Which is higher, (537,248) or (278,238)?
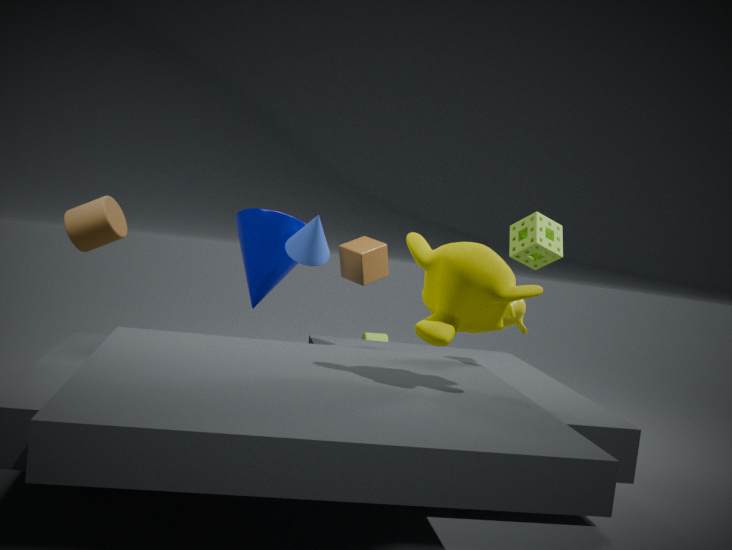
(537,248)
